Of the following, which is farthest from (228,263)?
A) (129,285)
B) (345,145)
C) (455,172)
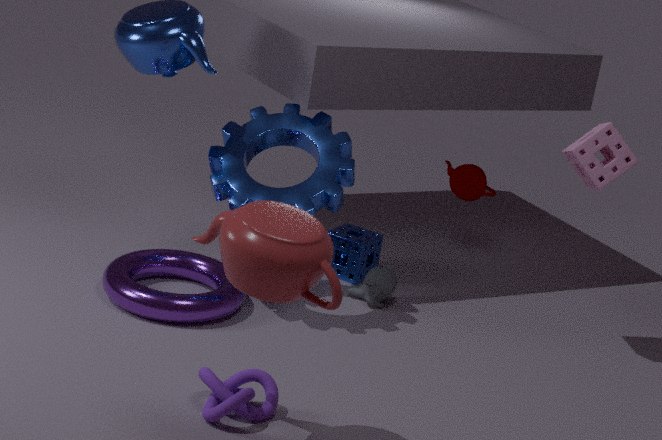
(455,172)
